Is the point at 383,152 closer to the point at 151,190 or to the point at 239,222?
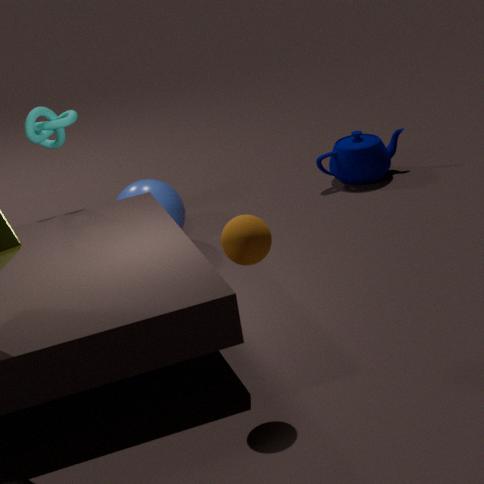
the point at 151,190
